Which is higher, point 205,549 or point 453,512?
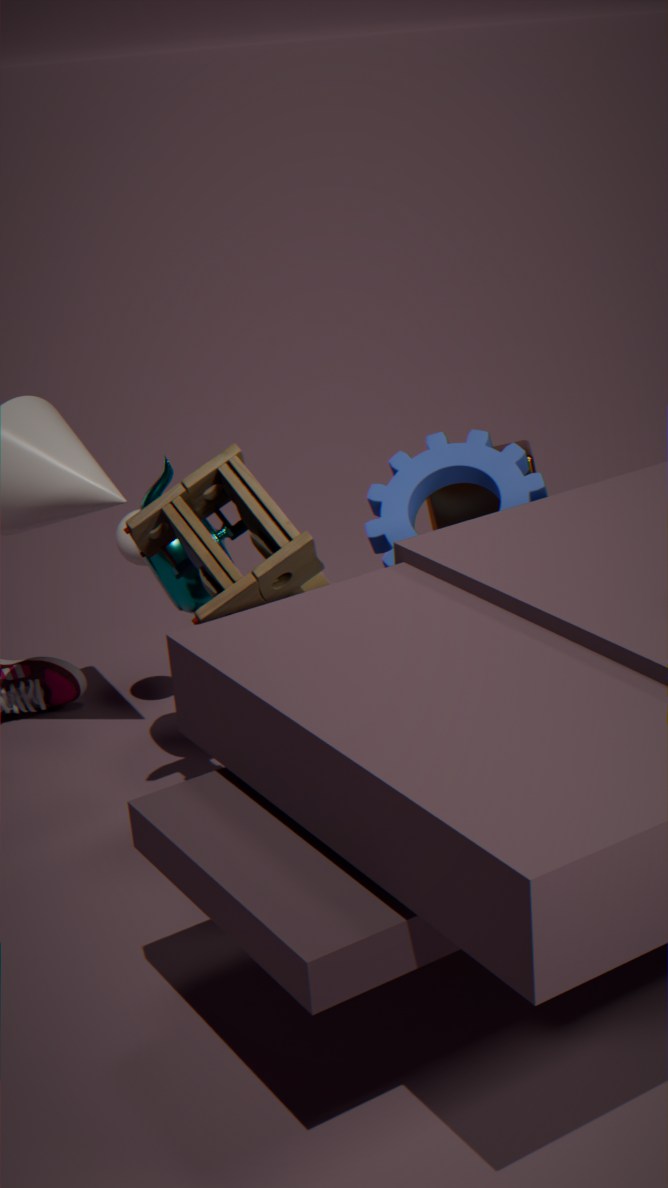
point 205,549
